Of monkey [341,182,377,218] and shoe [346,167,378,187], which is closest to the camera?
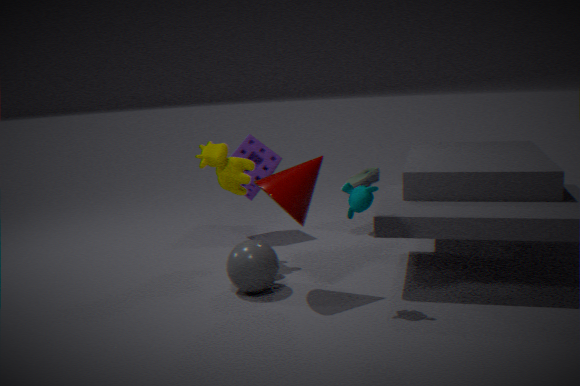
monkey [341,182,377,218]
